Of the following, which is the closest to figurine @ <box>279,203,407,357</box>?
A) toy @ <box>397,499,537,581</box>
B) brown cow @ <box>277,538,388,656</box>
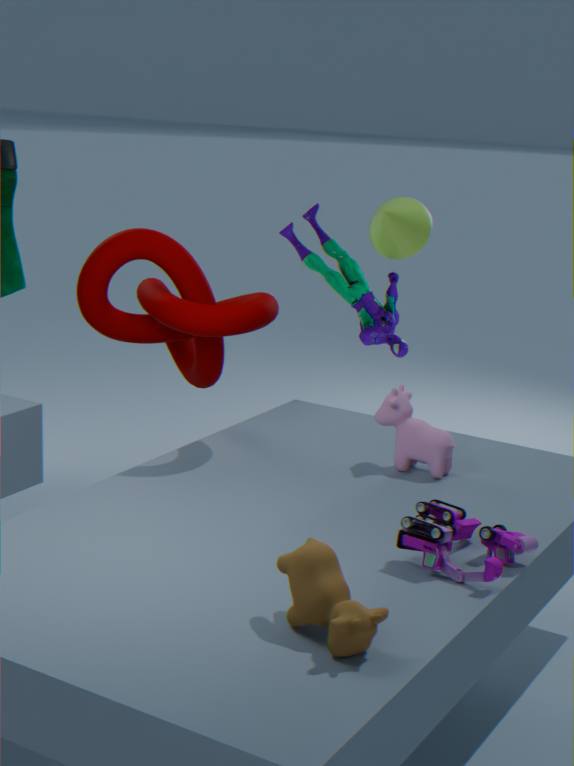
toy @ <box>397,499,537,581</box>
